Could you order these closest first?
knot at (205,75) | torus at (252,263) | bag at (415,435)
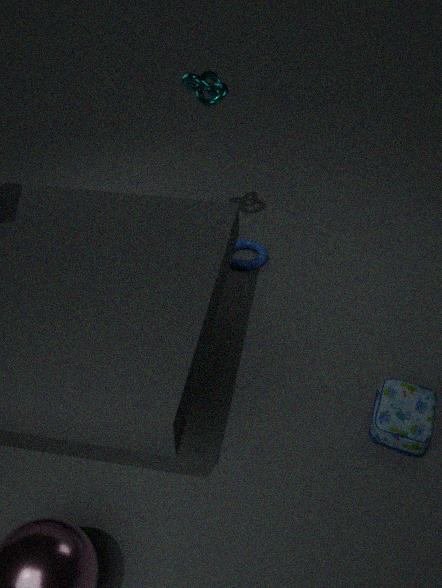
bag at (415,435) → knot at (205,75) → torus at (252,263)
